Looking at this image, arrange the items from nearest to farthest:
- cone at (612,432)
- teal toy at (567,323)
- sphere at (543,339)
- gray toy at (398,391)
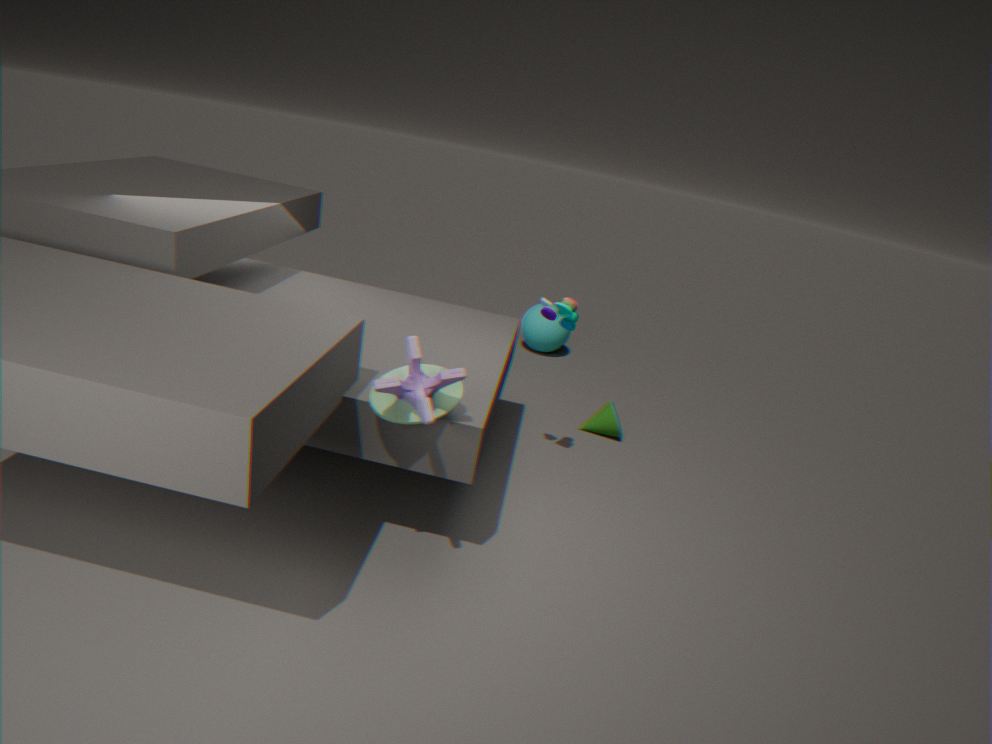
gray toy at (398,391)
teal toy at (567,323)
cone at (612,432)
sphere at (543,339)
